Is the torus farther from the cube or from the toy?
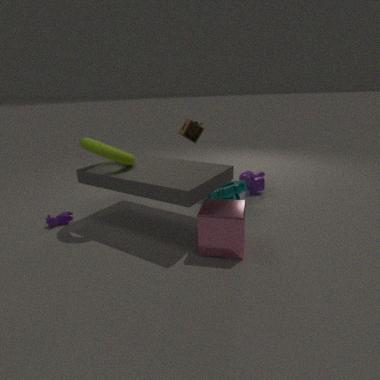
the toy
